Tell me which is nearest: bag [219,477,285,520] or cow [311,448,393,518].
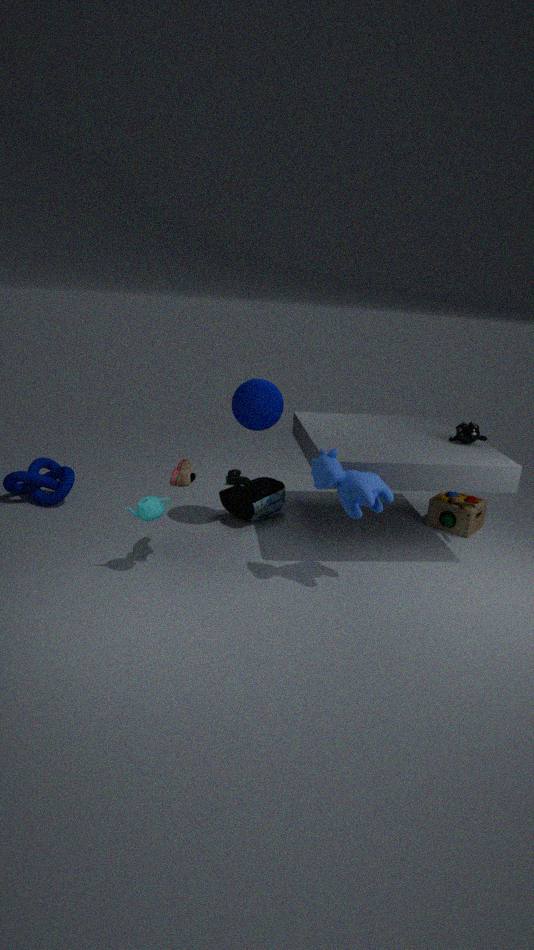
cow [311,448,393,518]
